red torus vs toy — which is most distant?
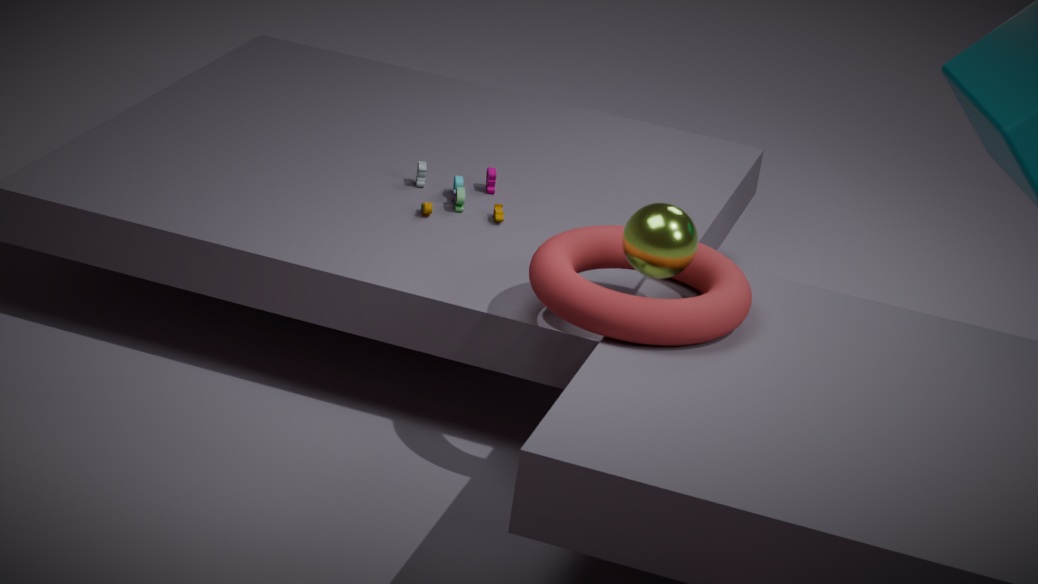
toy
